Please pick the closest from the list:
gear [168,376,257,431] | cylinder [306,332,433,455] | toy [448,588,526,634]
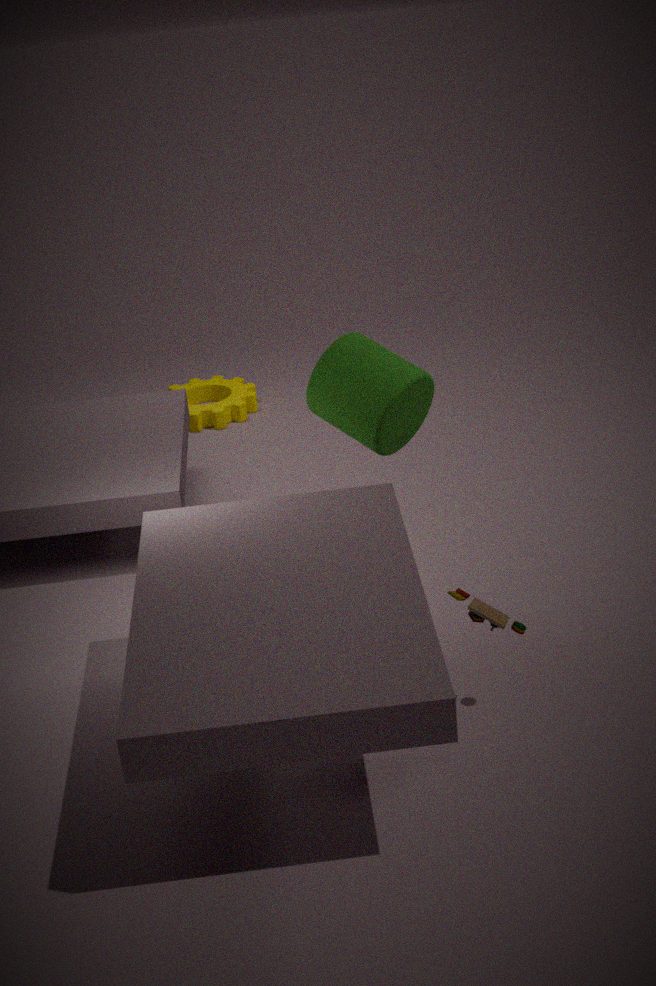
toy [448,588,526,634]
